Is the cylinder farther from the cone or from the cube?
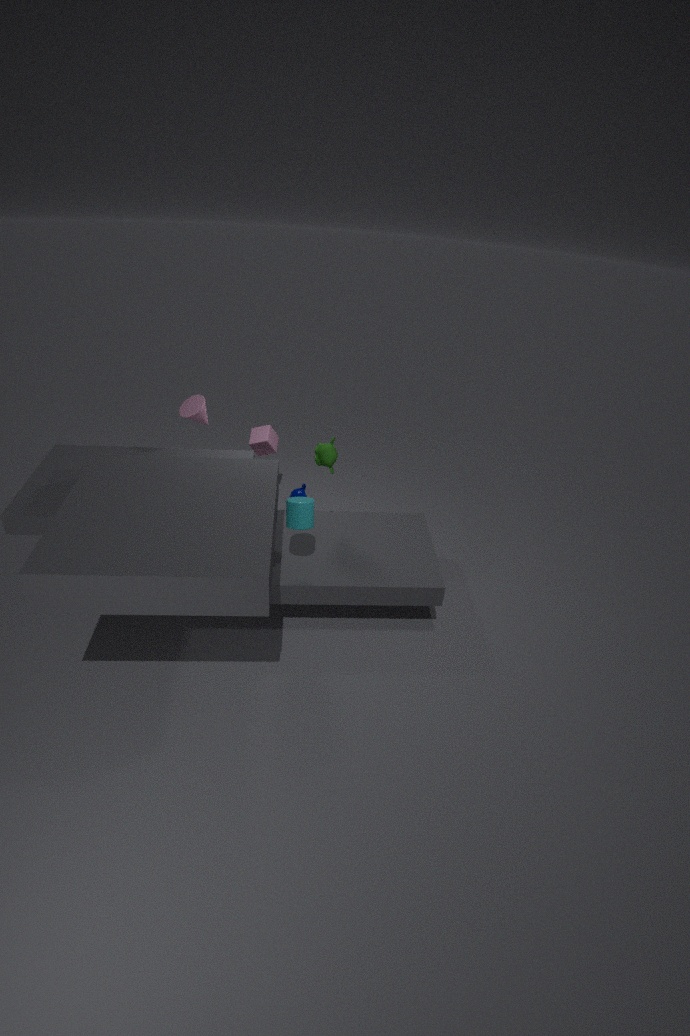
the cube
